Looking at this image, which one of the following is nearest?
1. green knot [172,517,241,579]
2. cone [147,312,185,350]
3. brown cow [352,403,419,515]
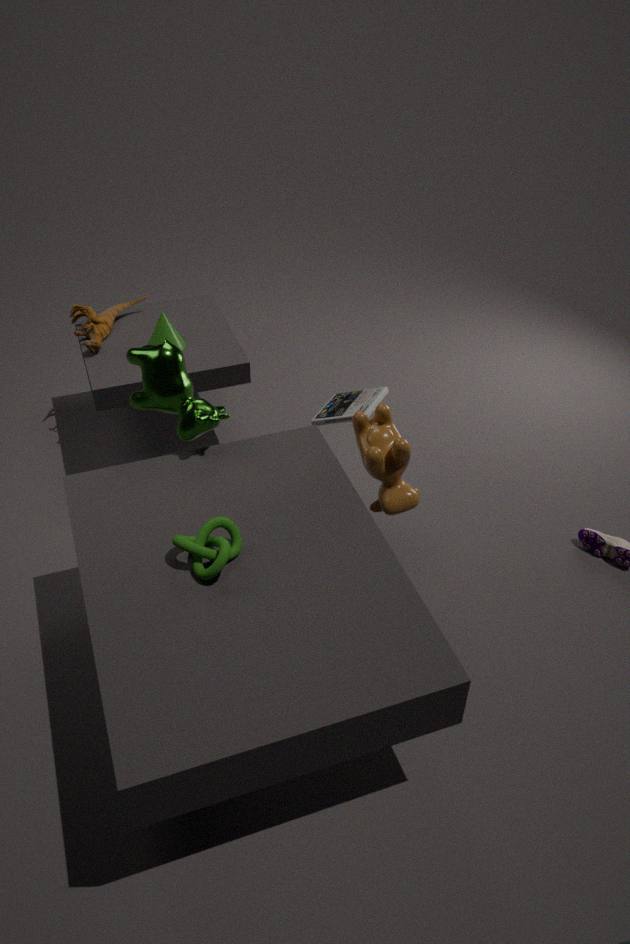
green knot [172,517,241,579]
